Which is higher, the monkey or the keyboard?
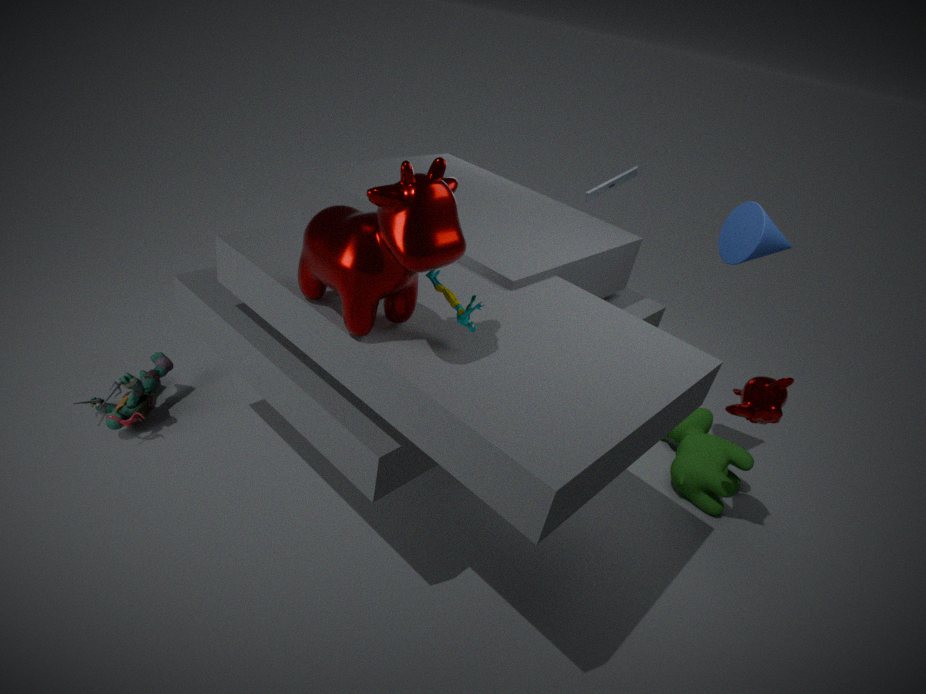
the keyboard
